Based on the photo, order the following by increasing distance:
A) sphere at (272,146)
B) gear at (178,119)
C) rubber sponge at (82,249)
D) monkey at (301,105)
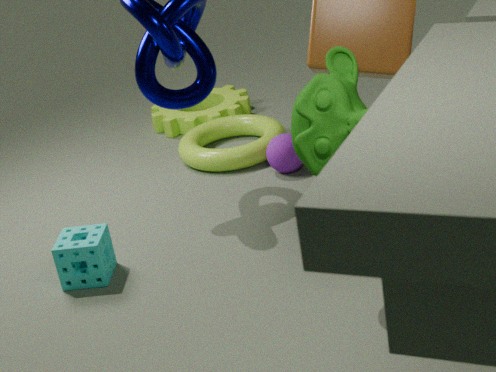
1. monkey at (301,105)
2. rubber sponge at (82,249)
3. sphere at (272,146)
4. gear at (178,119)
